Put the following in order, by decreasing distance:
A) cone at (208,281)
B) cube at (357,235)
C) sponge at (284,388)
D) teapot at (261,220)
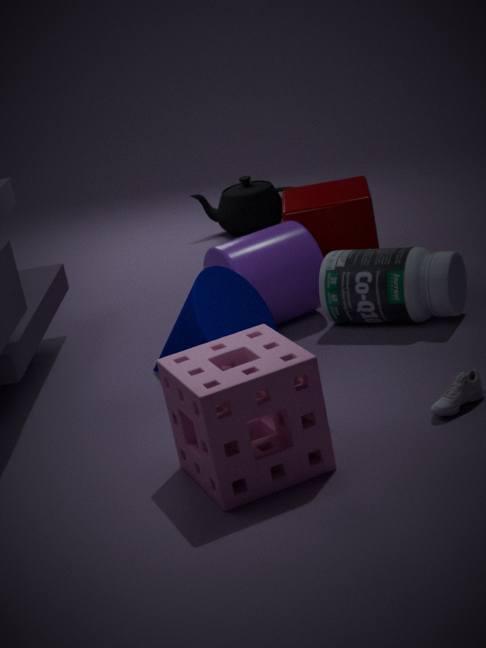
teapot at (261,220), cube at (357,235), cone at (208,281), sponge at (284,388)
